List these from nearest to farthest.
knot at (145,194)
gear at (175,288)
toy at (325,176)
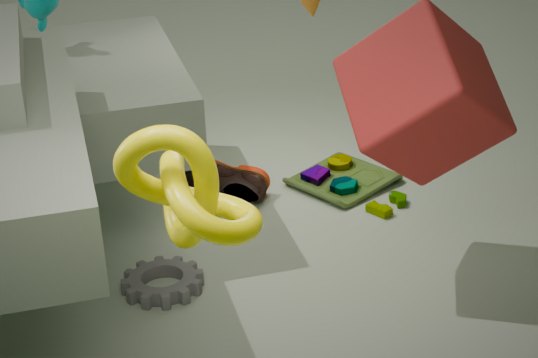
knot at (145,194) < gear at (175,288) < toy at (325,176)
